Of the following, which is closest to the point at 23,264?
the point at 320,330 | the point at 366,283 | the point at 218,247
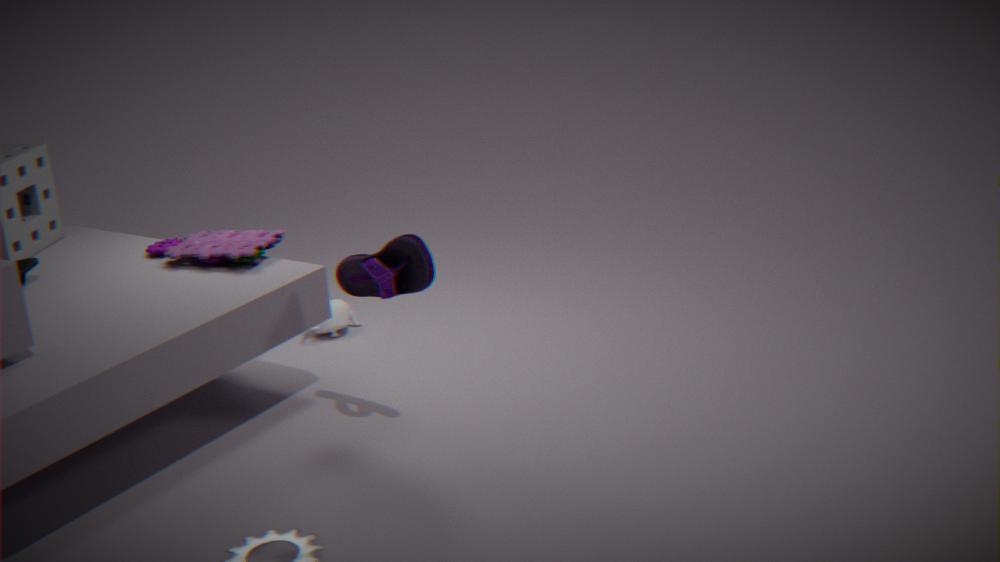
the point at 218,247
